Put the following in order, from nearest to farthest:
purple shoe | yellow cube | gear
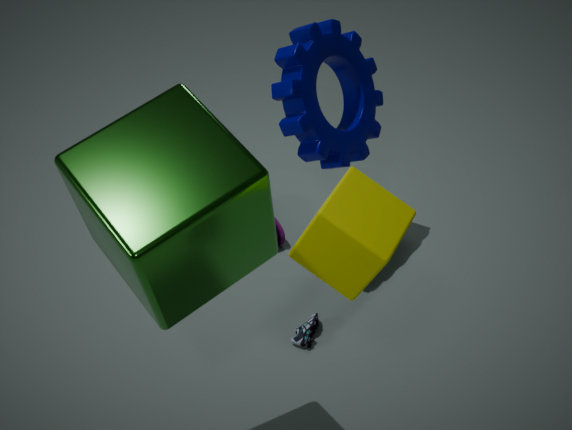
1. yellow cube
2. gear
3. purple shoe
